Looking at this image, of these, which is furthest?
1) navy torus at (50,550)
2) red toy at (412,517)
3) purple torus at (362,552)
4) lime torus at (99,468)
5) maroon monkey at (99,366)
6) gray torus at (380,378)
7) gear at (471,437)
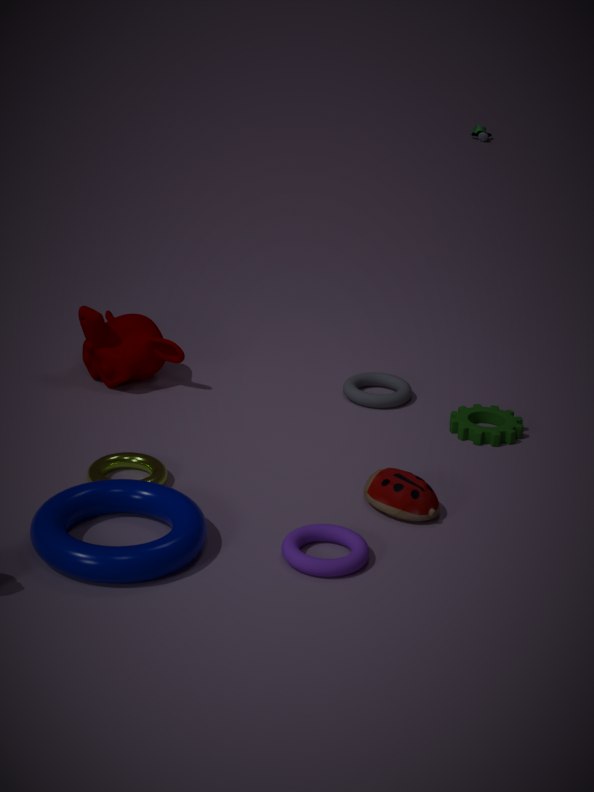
6. gray torus at (380,378)
